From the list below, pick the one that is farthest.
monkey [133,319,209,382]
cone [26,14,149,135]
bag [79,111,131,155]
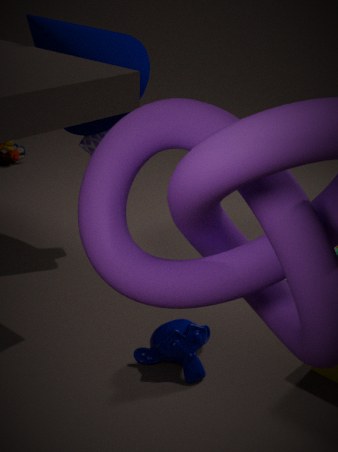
bag [79,111,131,155]
